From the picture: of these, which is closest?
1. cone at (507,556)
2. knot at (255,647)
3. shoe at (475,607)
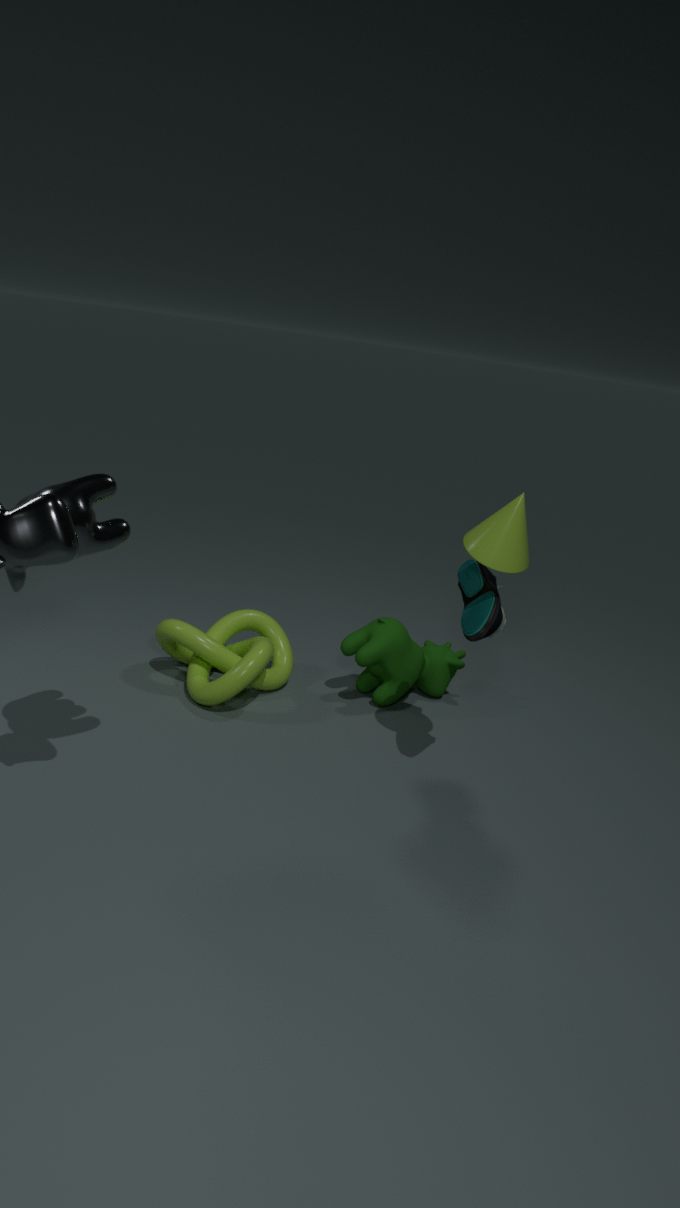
cone at (507,556)
